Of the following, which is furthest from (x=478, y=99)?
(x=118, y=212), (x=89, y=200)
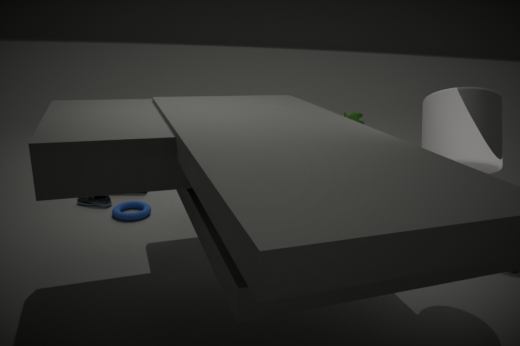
(x=89, y=200)
